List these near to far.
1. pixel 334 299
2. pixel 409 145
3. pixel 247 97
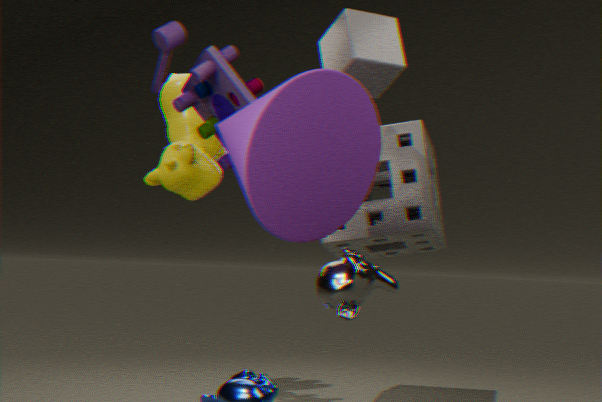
pixel 334 299
pixel 247 97
pixel 409 145
